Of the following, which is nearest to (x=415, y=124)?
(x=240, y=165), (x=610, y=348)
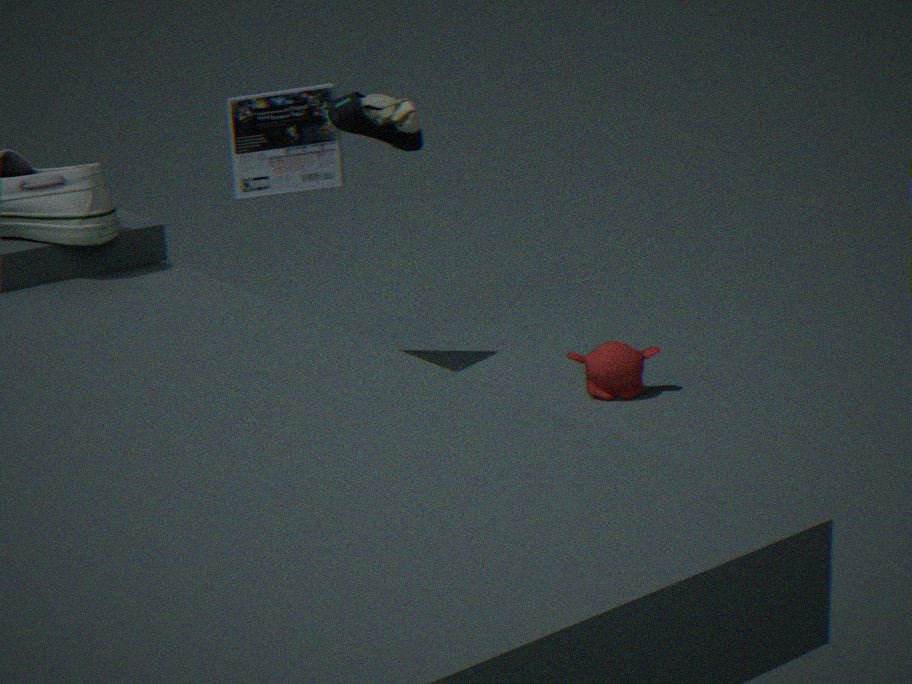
(x=240, y=165)
